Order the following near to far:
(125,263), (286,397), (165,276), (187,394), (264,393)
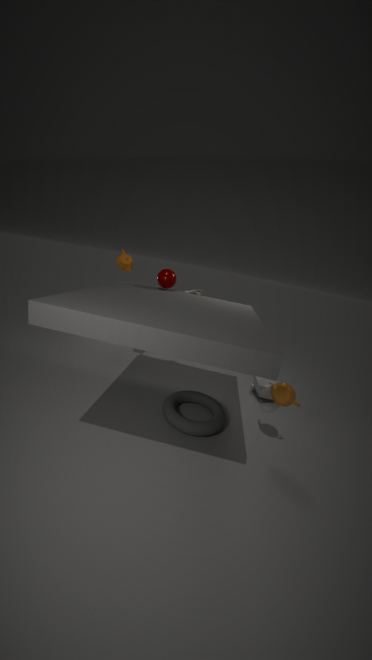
(286,397), (165,276), (187,394), (125,263), (264,393)
